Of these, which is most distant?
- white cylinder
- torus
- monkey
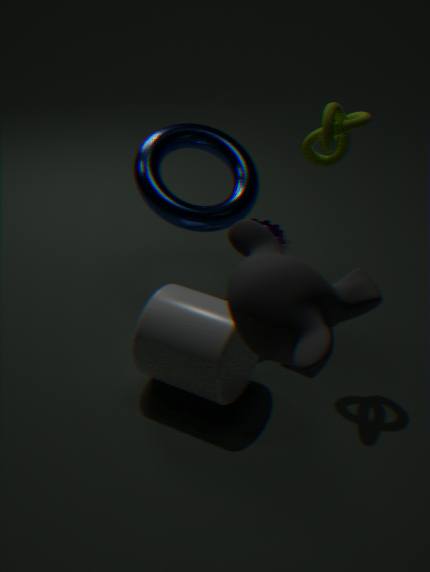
torus
